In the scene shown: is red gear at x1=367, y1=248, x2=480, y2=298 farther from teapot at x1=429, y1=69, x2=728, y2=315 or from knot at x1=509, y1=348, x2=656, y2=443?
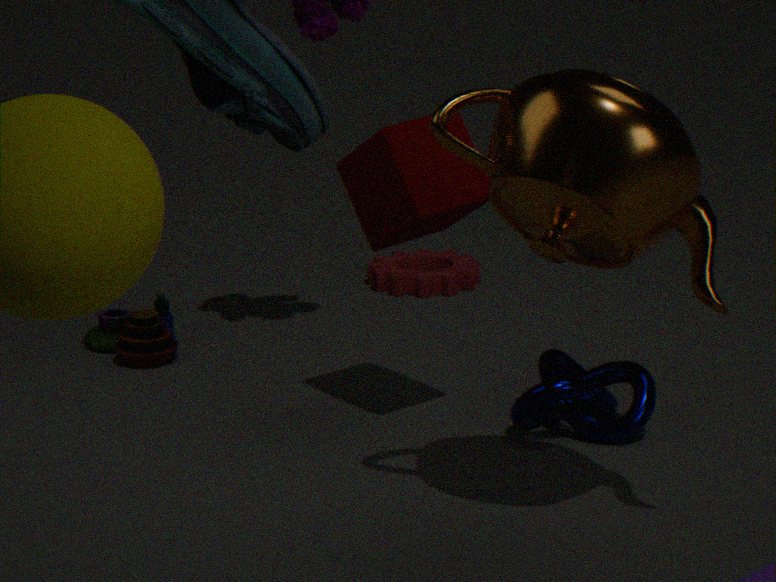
teapot at x1=429, y1=69, x2=728, y2=315
